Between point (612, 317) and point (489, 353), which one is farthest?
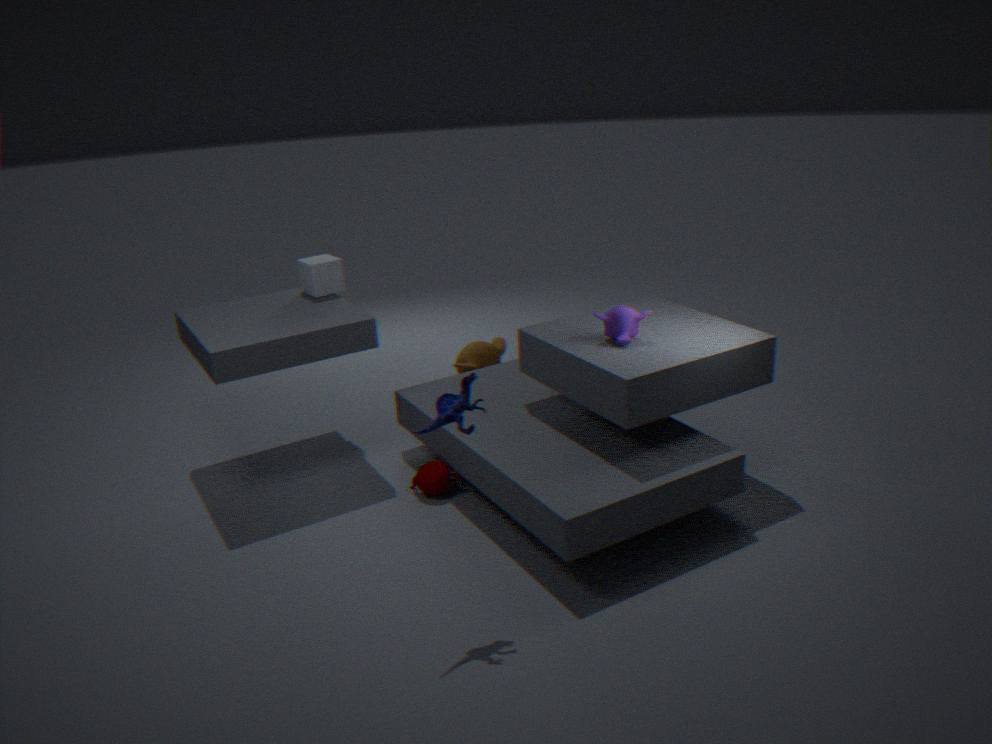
point (489, 353)
